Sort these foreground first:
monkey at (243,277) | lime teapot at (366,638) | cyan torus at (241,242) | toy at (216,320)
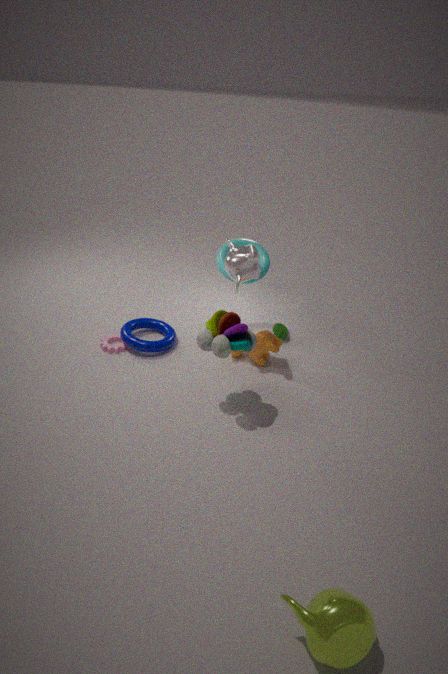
1. lime teapot at (366,638)
2. toy at (216,320)
3. monkey at (243,277)
4. cyan torus at (241,242)
